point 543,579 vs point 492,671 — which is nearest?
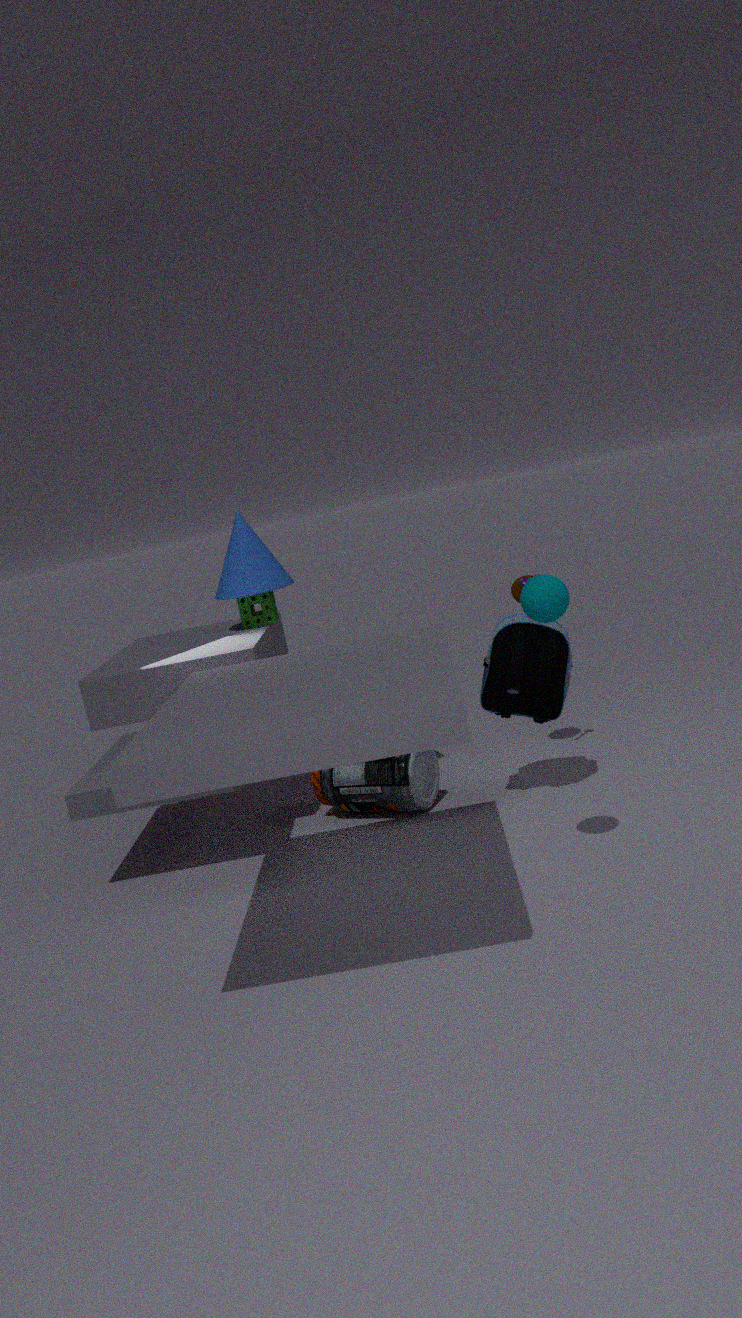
point 543,579
